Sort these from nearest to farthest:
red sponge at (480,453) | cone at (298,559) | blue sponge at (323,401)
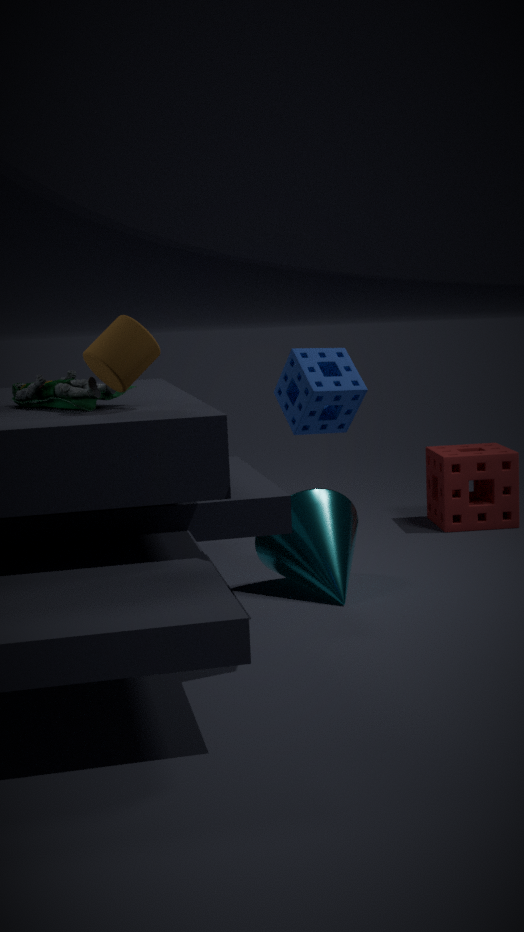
1. blue sponge at (323,401)
2. cone at (298,559)
3. red sponge at (480,453)
